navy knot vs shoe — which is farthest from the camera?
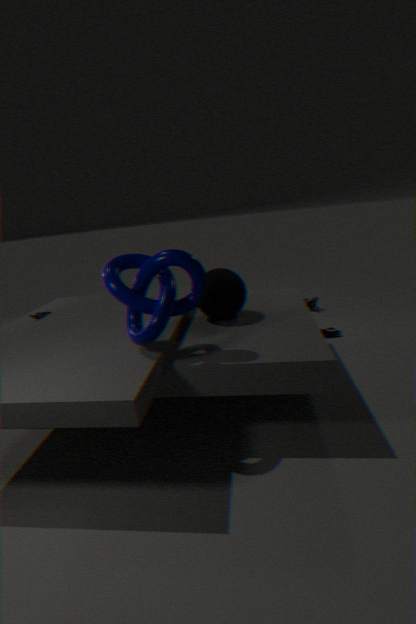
shoe
